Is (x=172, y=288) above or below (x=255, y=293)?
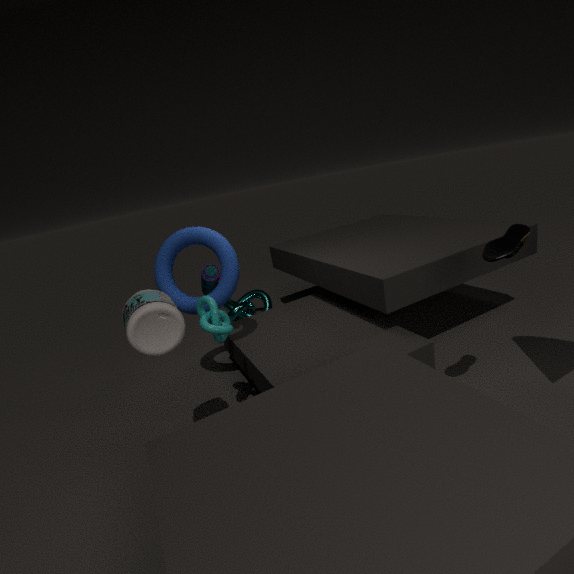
above
